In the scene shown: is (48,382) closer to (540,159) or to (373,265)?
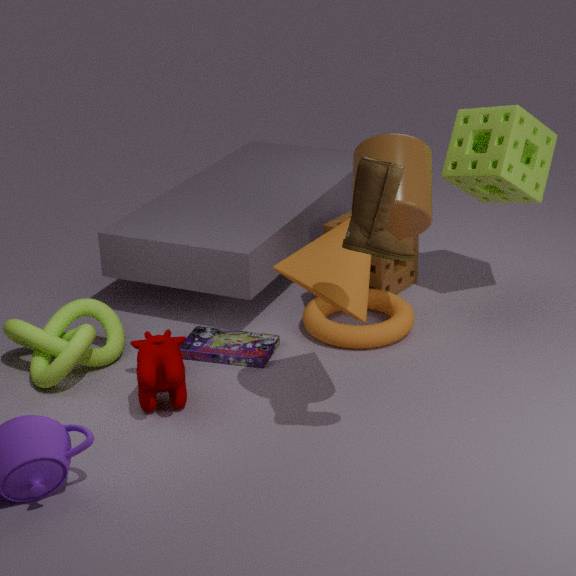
(373,265)
